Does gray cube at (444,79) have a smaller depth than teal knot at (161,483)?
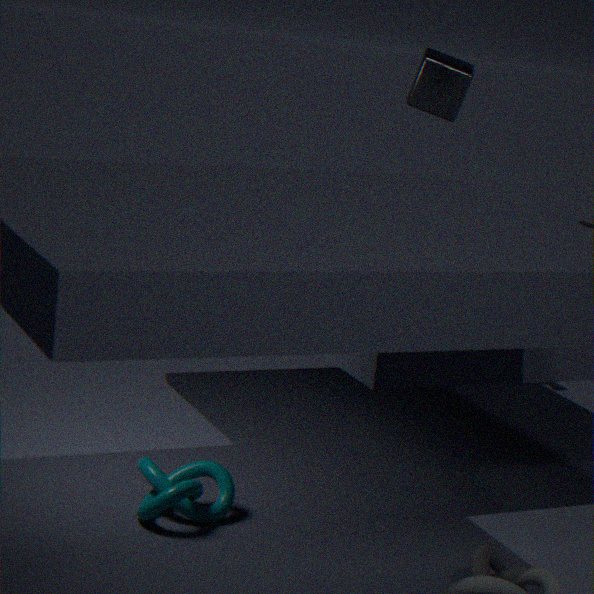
No
